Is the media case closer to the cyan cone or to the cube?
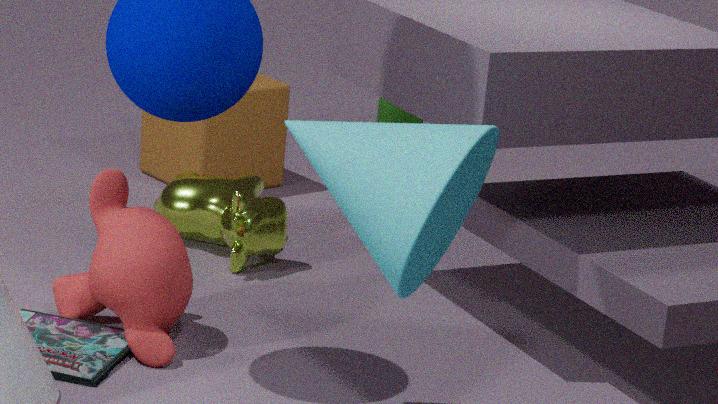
the cyan cone
